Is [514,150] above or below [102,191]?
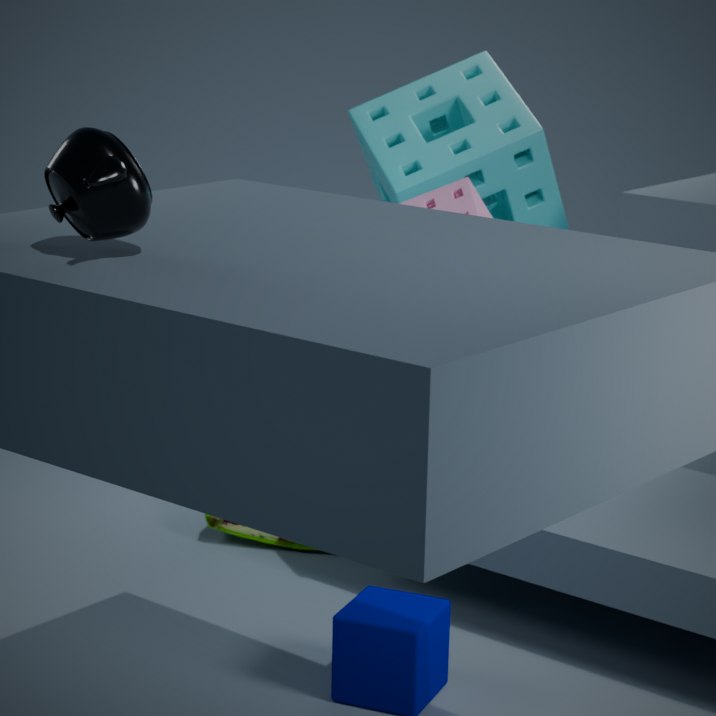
below
